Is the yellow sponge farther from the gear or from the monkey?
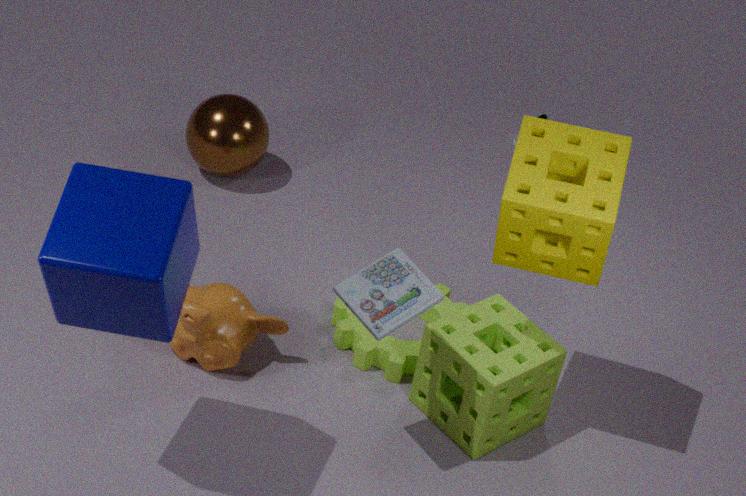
the monkey
